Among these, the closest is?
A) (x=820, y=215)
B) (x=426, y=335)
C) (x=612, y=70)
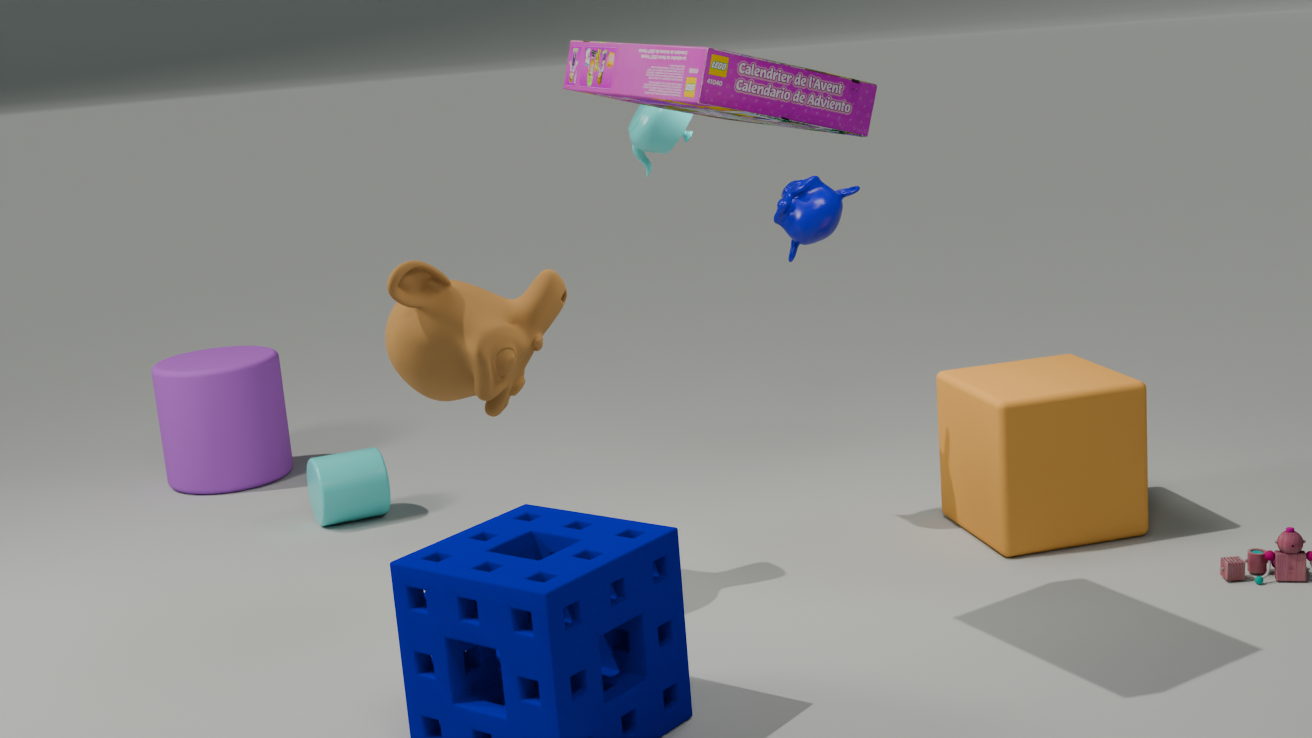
(x=612, y=70)
